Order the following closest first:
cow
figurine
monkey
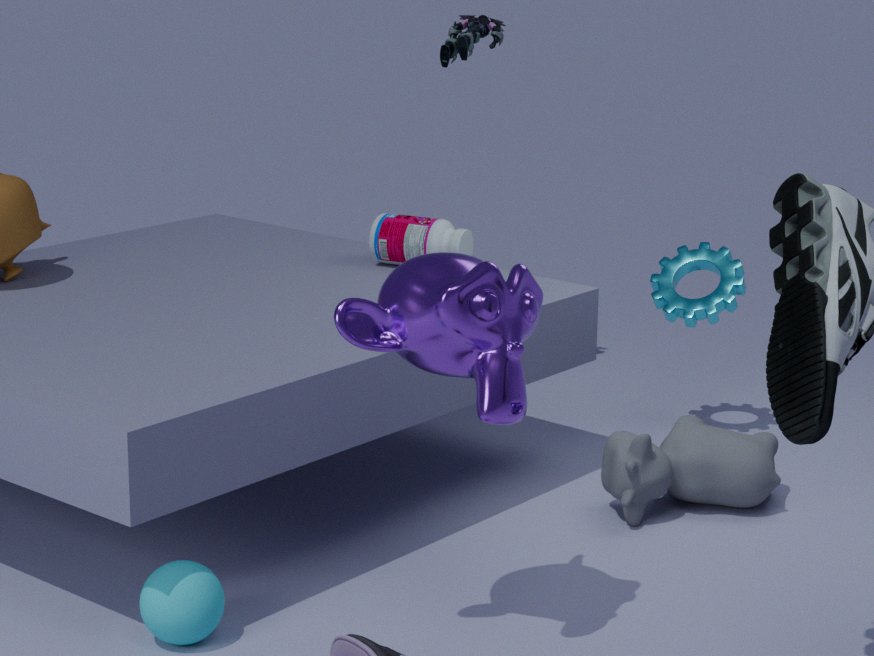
monkey, cow, figurine
